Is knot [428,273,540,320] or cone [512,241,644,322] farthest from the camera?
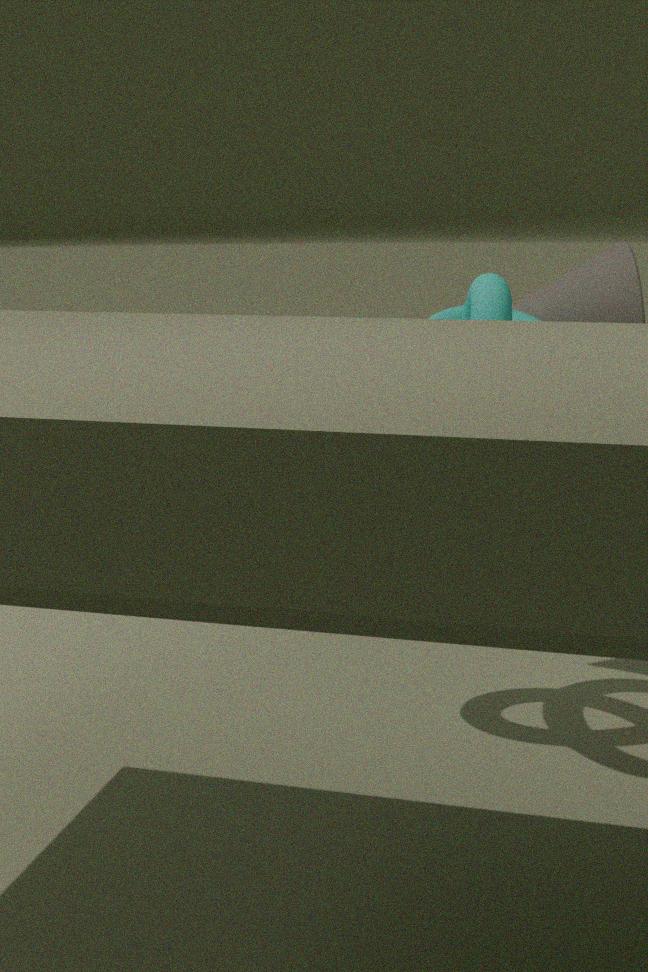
cone [512,241,644,322]
